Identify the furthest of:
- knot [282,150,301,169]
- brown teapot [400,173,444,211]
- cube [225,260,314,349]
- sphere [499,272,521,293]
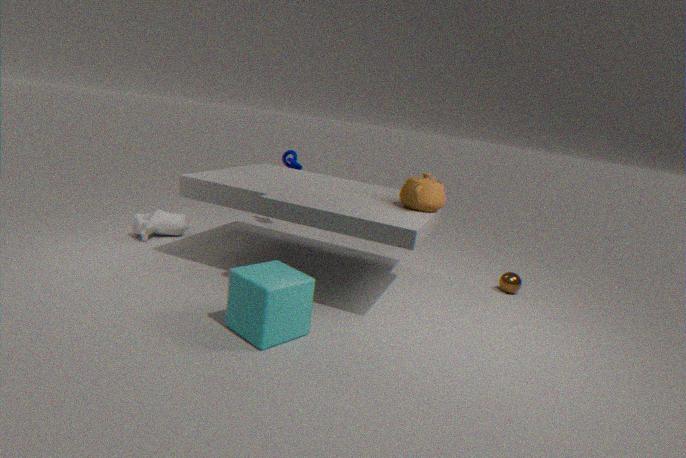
knot [282,150,301,169]
